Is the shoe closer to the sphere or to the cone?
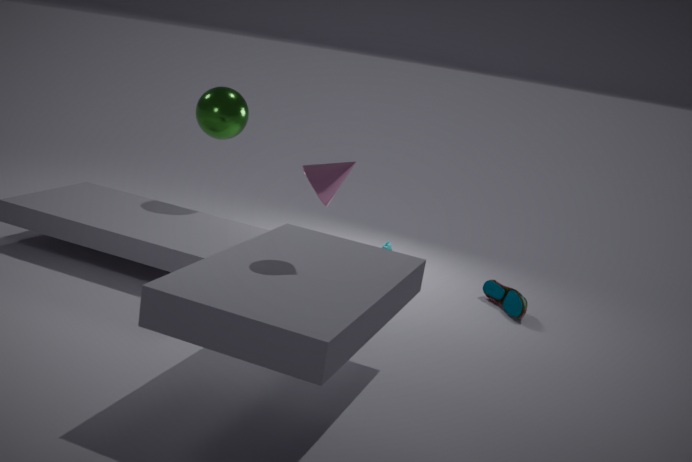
the cone
